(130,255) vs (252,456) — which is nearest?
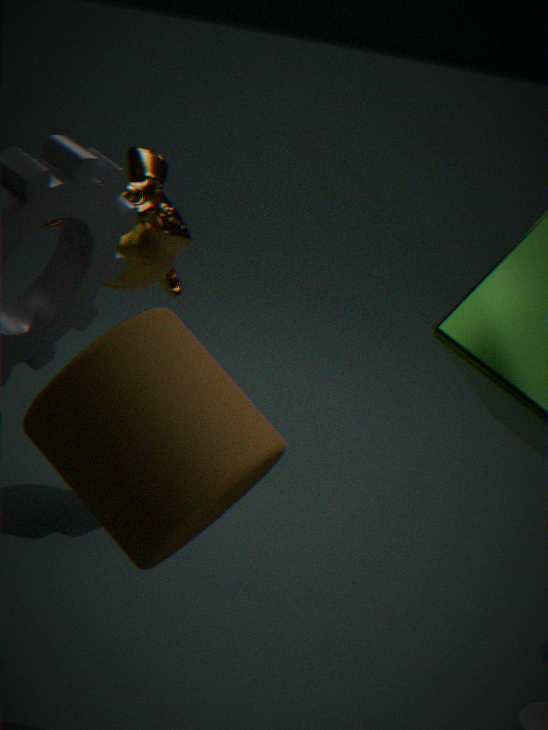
(252,456)
